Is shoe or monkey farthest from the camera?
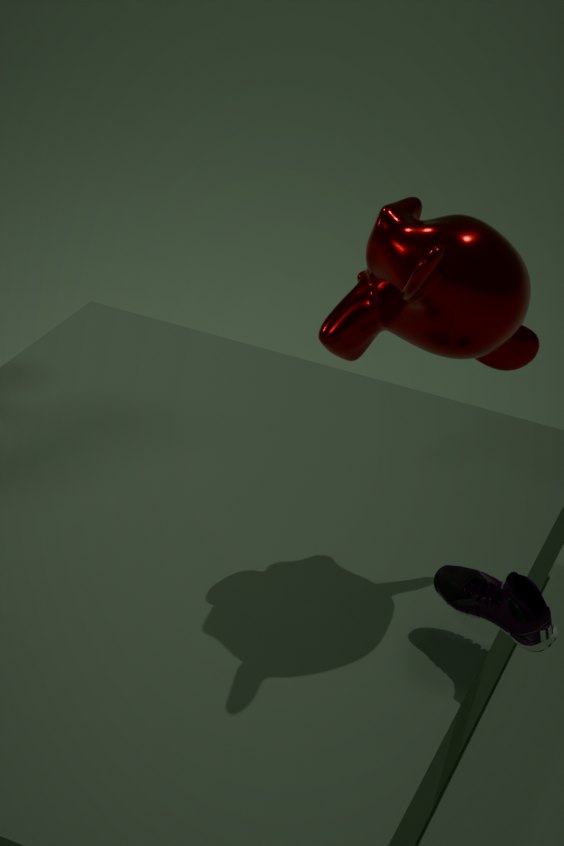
shoe
